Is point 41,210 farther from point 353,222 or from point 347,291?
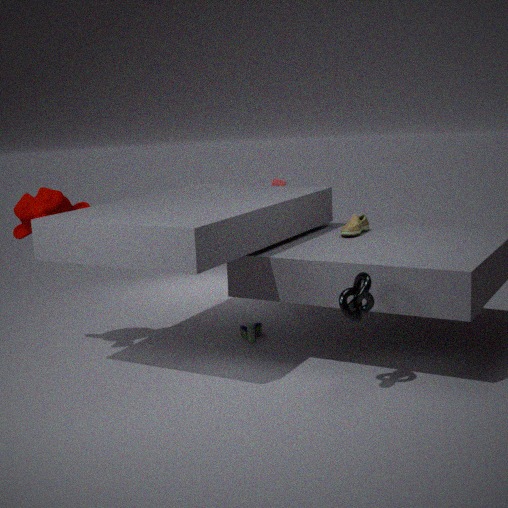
point 347,291
